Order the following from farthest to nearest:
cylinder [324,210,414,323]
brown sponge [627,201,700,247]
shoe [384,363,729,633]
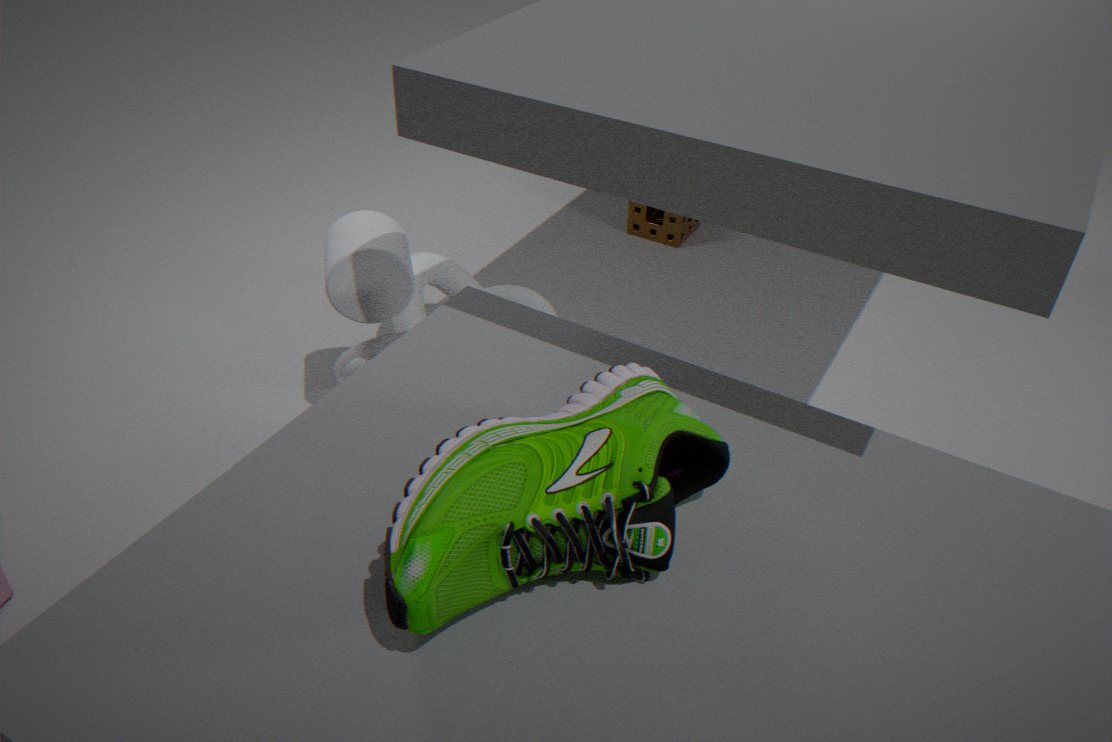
brown sponge [627,201,700,247], cylinder [324,210,414,323], shoe [384,363,729,633]
